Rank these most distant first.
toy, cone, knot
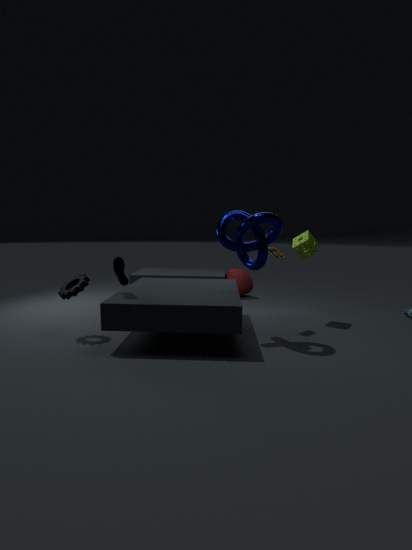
cone
toy
knot
